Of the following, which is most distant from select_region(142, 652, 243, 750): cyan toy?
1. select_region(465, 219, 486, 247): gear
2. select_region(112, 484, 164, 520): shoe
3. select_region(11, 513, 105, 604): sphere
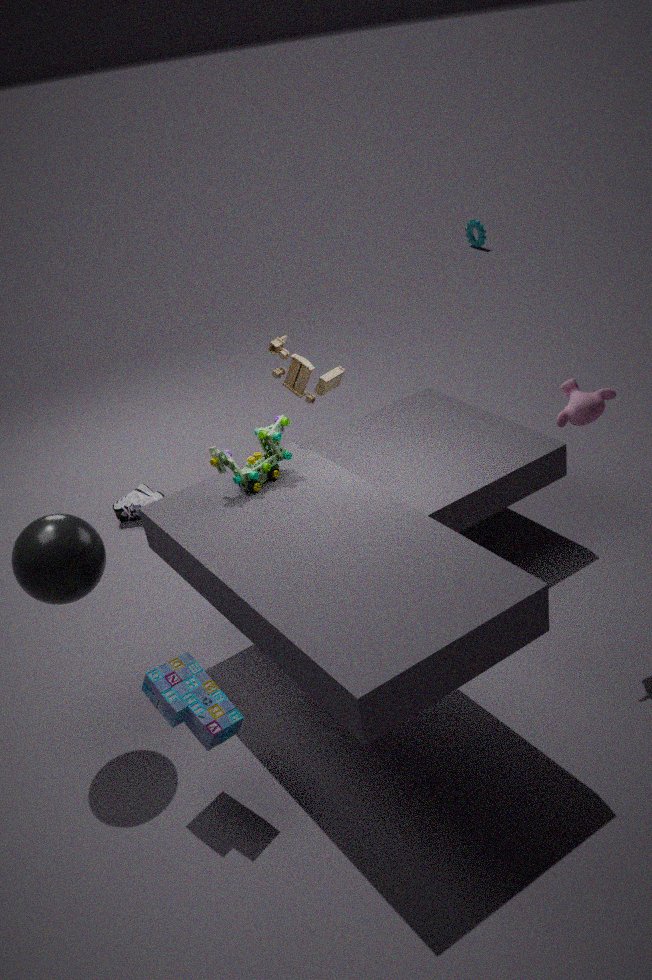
select_region(465, 219, 486, 247): gear
